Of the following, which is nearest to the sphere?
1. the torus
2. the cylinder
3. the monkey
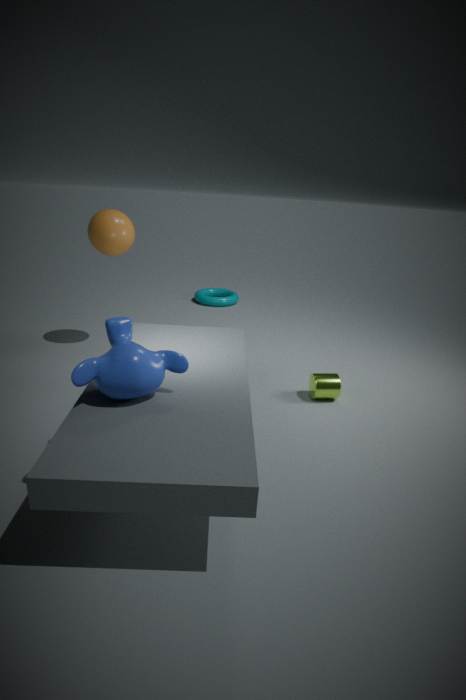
the monkey
